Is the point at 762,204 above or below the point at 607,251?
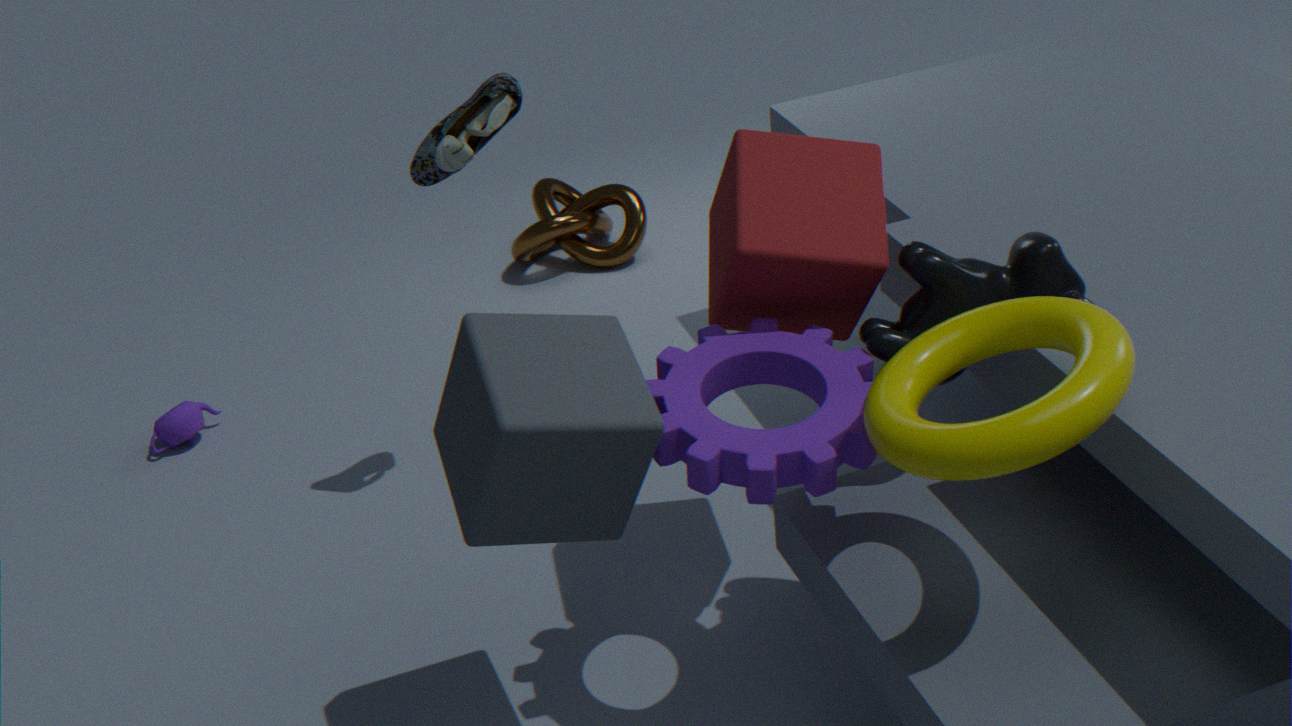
above
